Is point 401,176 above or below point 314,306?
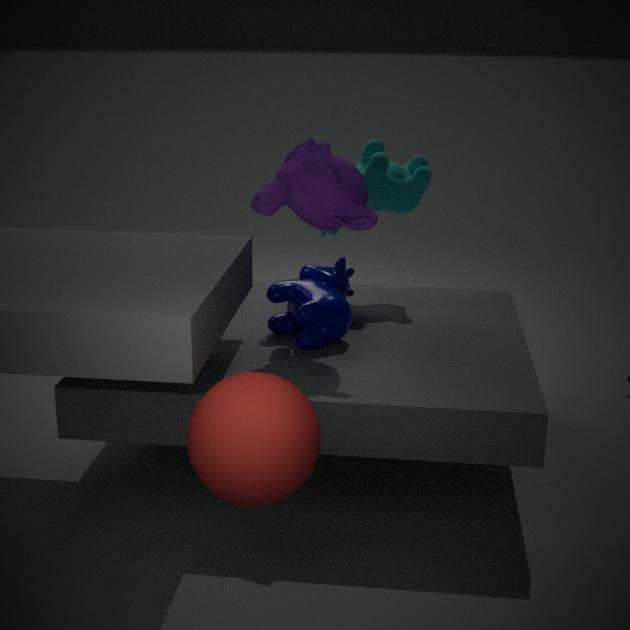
above
